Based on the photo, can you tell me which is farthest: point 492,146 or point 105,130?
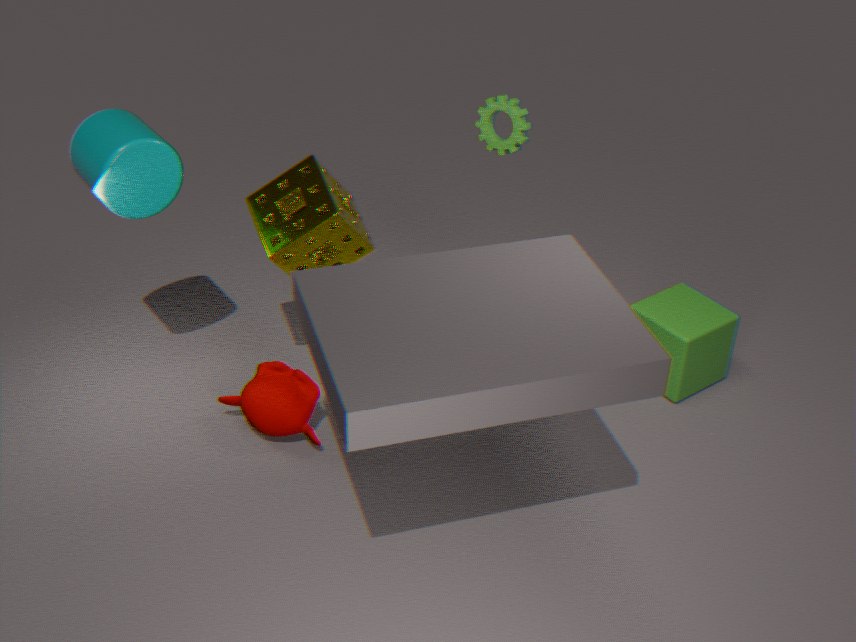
point 492,146
